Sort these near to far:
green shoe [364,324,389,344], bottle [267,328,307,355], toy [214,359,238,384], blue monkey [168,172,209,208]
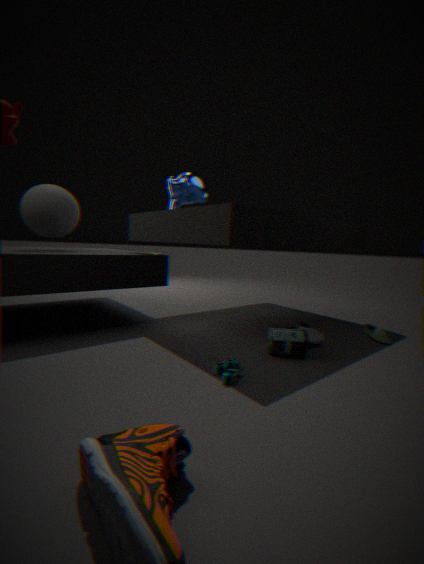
toy [214,359,238,384]
bottle [267,328,307,355]
green shoe [364,324,389,344]
blue monkey [168,172,209,208]
